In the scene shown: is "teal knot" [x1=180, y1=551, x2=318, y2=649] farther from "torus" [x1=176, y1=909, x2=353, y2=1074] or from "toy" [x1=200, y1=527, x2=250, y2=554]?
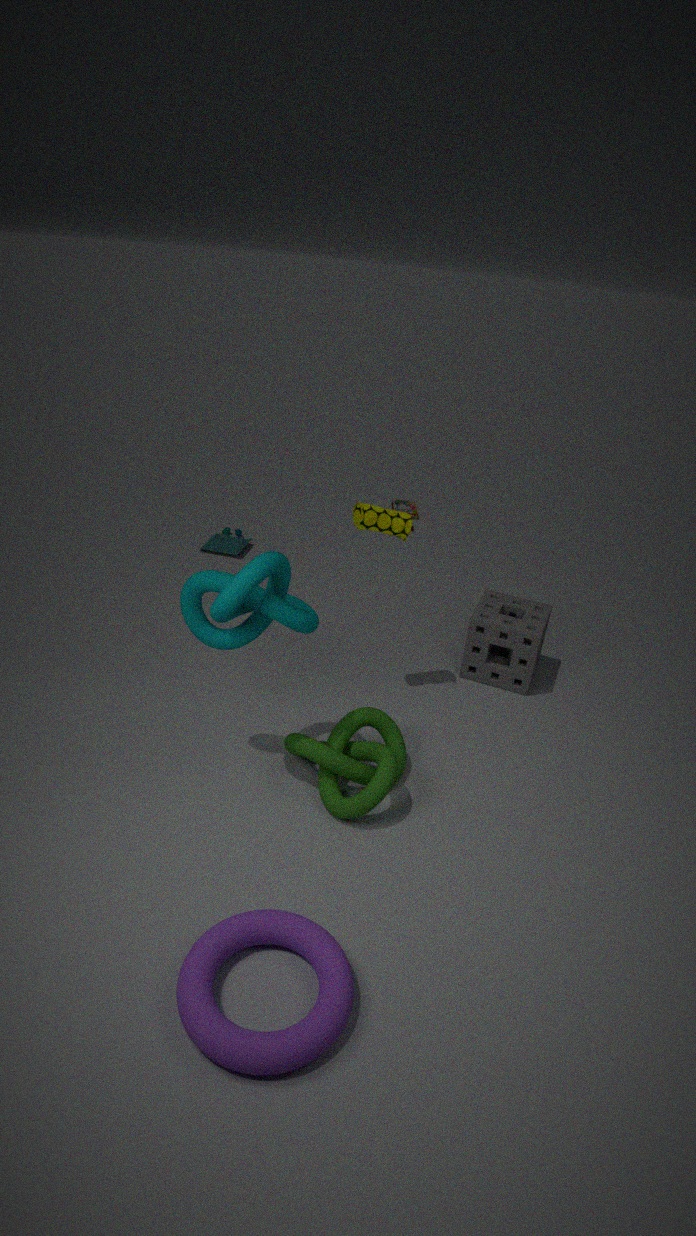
"toy" [x1=200, y1=527, x2=250, y2=554]
